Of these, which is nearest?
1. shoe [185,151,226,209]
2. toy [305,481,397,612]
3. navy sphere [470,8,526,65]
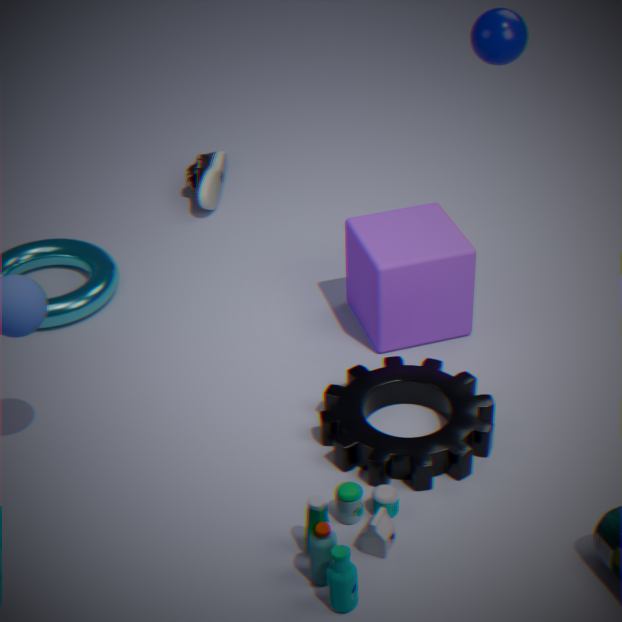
toy [305,481,397,612]
